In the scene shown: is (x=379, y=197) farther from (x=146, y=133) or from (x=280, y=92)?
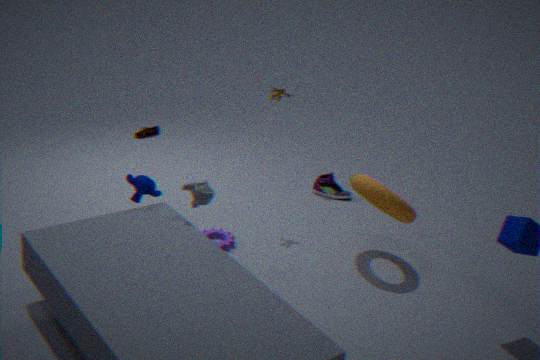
(x=146, y=133)
